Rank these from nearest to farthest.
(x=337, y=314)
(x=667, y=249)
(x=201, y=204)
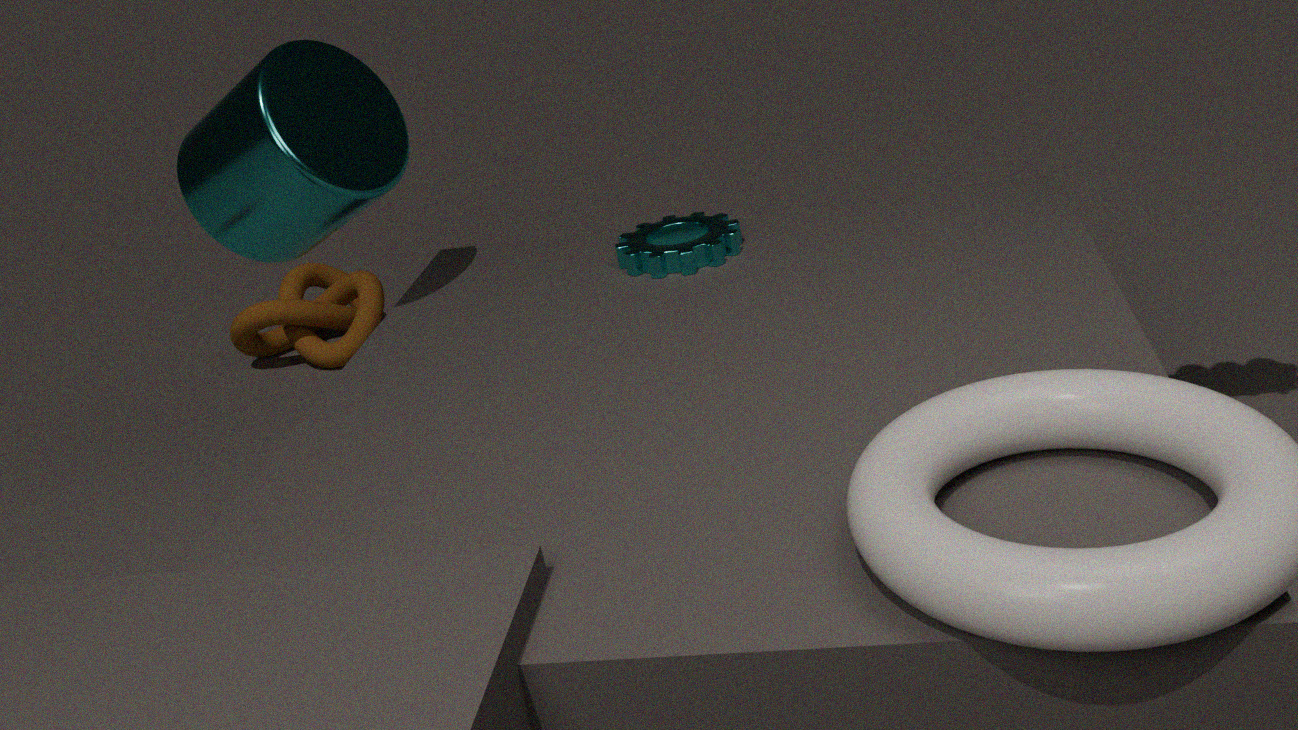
(x=201, y=204) < (x=667, y=249) < (x=337, y=314)
